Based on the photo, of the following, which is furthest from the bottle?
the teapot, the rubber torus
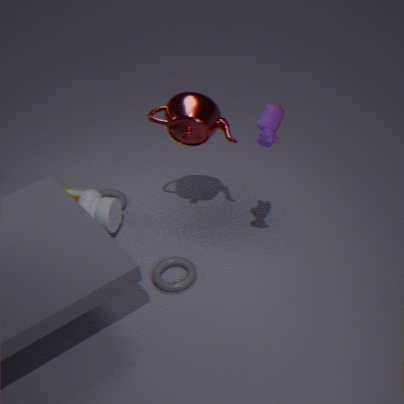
the teapot
